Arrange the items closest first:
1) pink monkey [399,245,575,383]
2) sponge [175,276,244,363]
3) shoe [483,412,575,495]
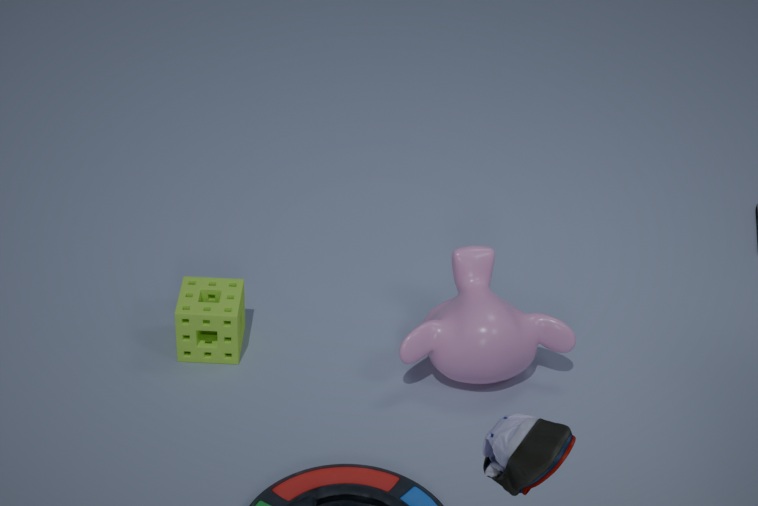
3. shoe [483,412,575,495], 1. pink monkey [399,245,575,383], 2. sponge [175,276,244,363]
